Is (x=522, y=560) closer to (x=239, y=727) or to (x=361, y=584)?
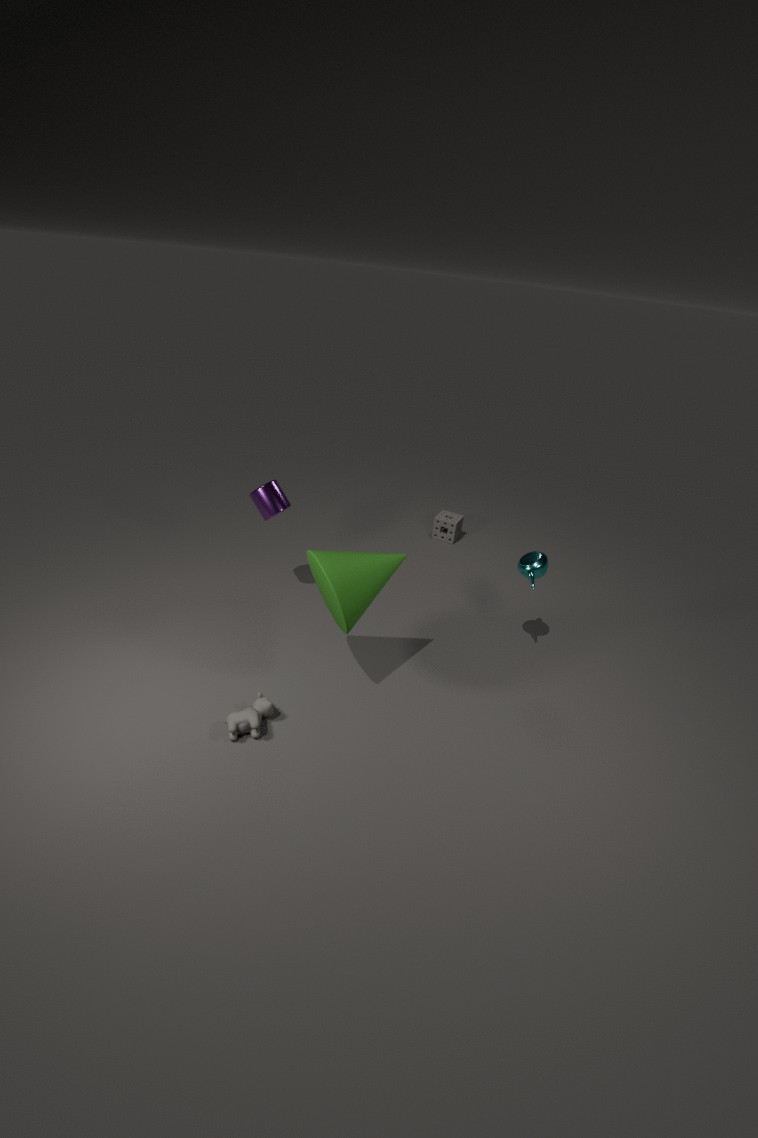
(x=361, y=584)
